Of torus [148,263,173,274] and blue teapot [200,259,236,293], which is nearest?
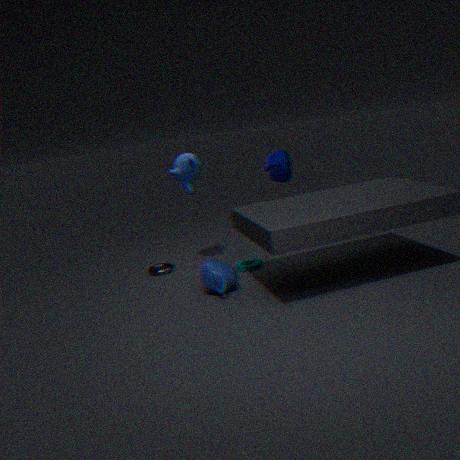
blue teapot [200,259,236,293]
